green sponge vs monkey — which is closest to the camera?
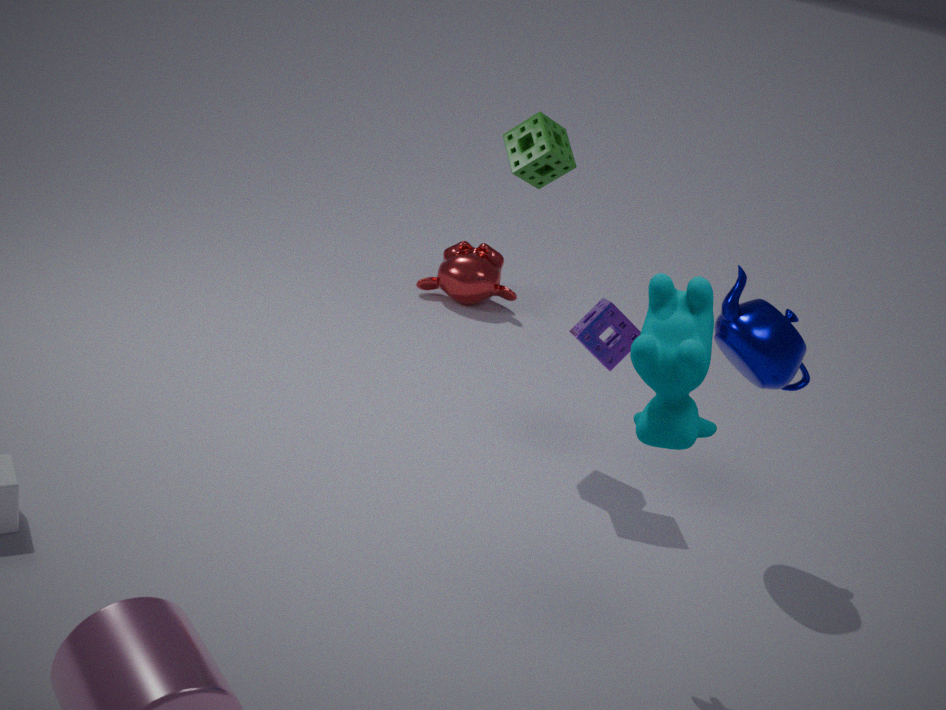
green sponge
